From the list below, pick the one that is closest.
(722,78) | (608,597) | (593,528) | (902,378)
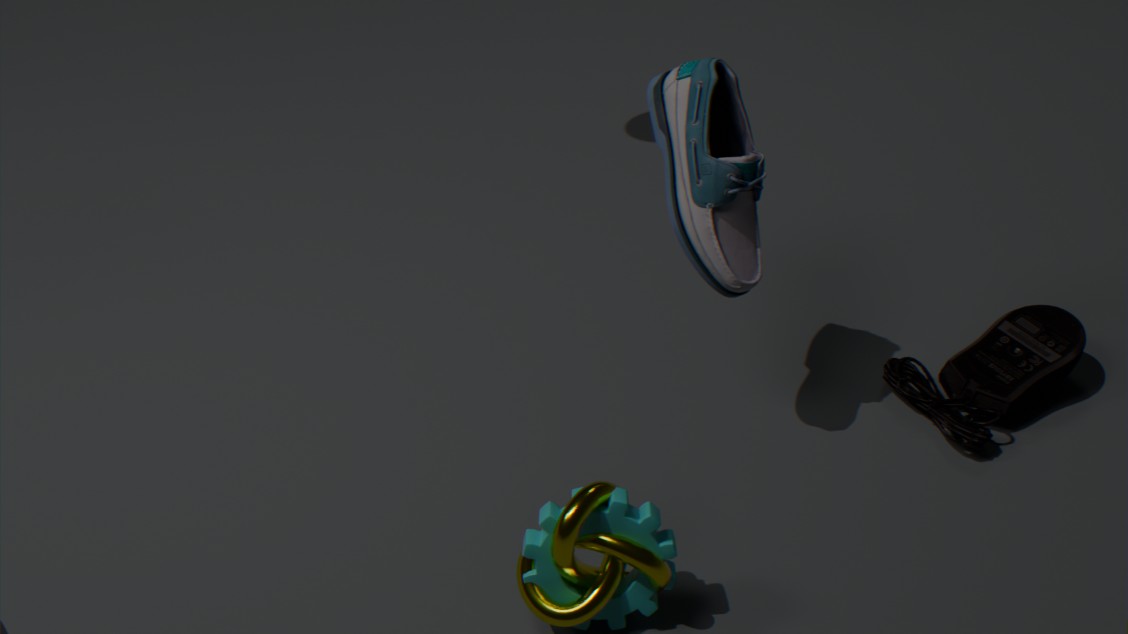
(593,528)
